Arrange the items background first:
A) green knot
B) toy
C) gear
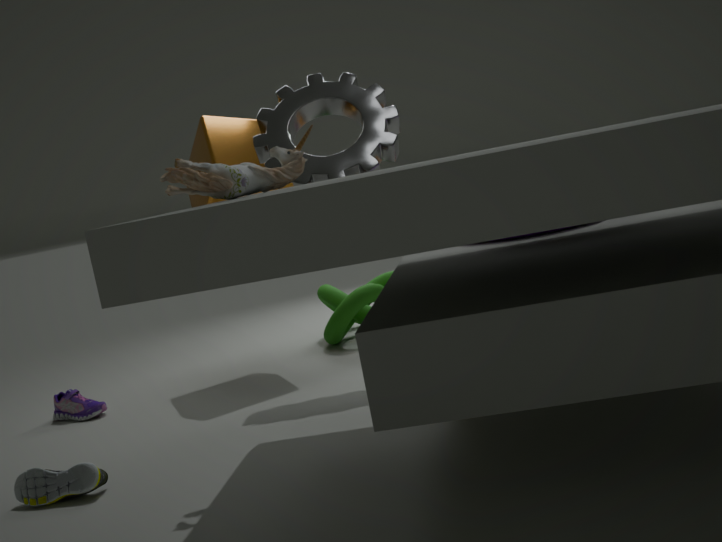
green knot, gear, toy
